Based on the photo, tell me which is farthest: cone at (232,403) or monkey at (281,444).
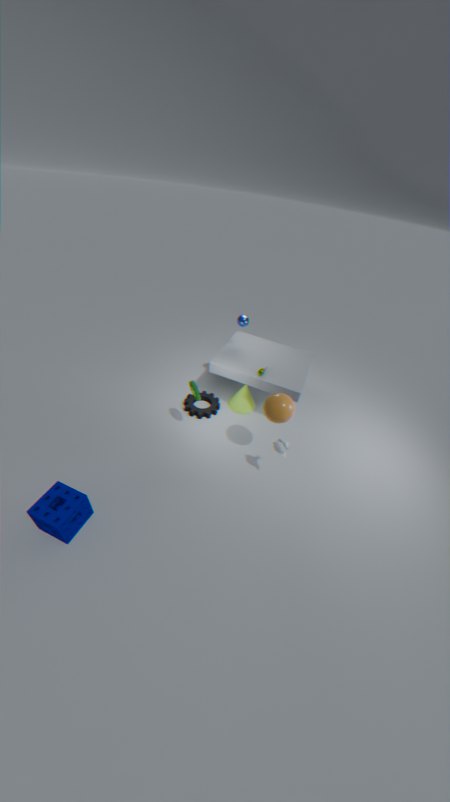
cone at (232,403)
